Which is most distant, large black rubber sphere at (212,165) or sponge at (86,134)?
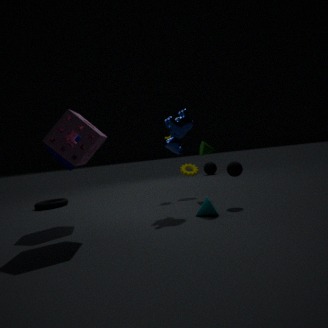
large black rubber sphere at (212,165)
